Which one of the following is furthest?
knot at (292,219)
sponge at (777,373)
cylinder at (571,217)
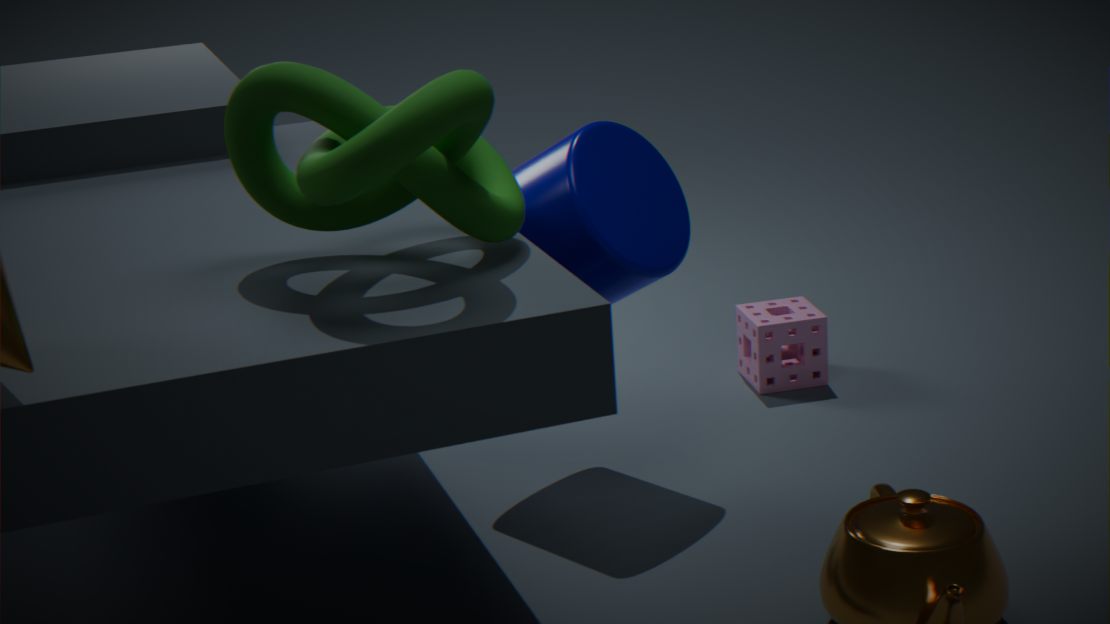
→ sponge at (777,373)
